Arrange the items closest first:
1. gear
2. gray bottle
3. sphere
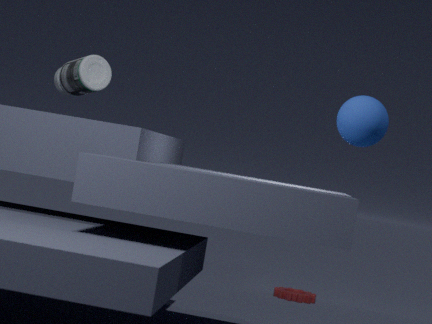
sphere, gray bottle, gear
